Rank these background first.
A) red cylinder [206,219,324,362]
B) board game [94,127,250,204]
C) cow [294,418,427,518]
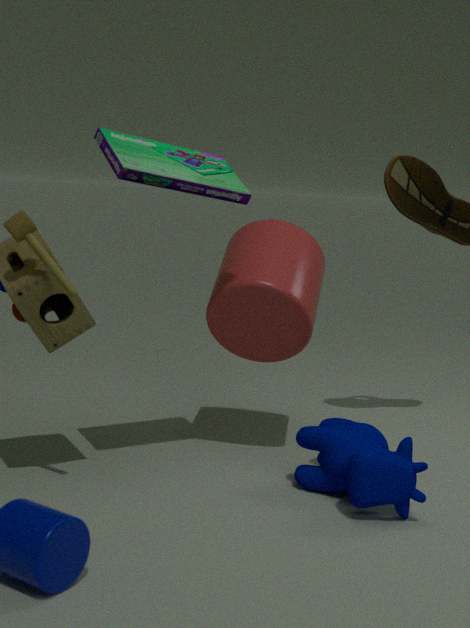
red cylinder [206,219,324,362] → cow [294,418,427,518] → board game [94,127,250,204]
